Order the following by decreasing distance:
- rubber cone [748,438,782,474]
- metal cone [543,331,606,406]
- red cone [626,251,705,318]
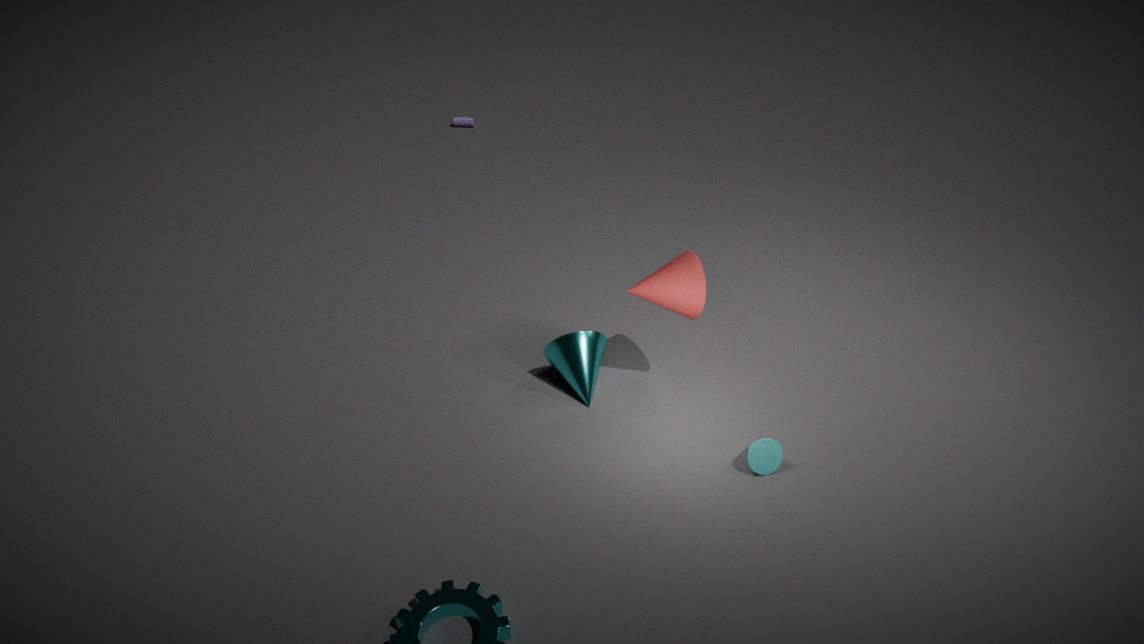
metal cone [543,331,606,406], red cone [626,251,705,318], rubber cone [748,438,782,474]
